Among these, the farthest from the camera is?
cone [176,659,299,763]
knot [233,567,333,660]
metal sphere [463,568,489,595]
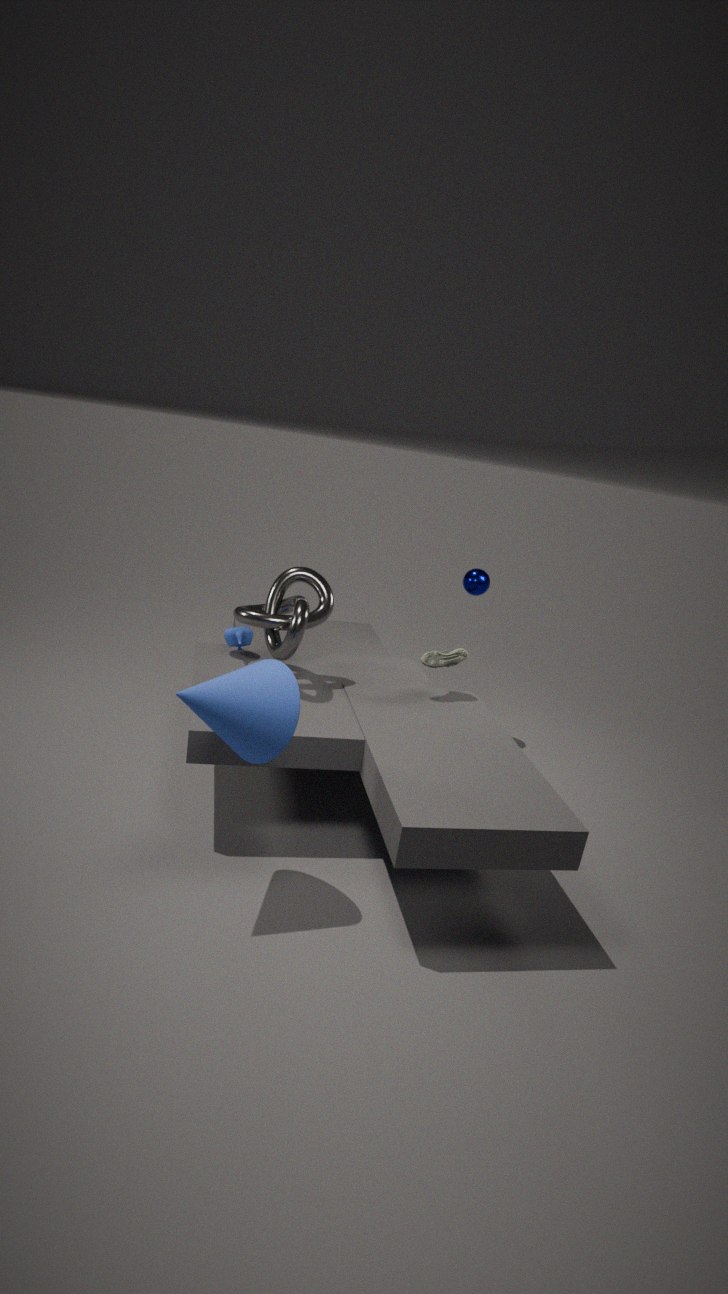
metal sphere [463,568,489,595]
